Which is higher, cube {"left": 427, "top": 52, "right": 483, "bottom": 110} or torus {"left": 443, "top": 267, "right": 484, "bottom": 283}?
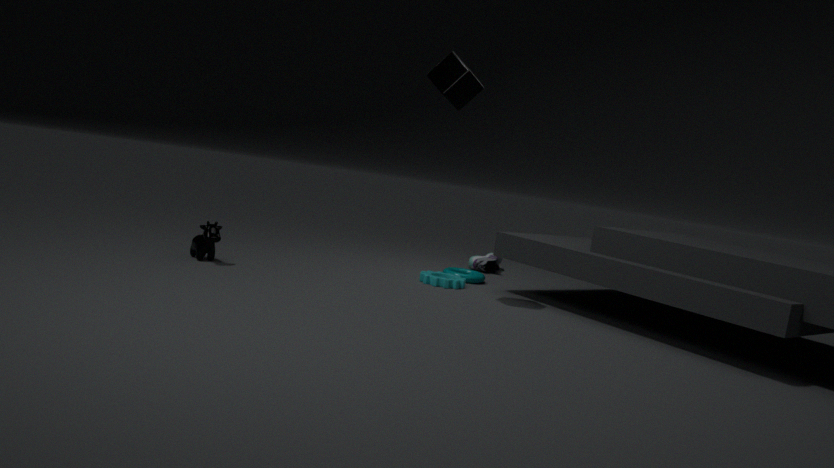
cube {"left": 427, "top": 52, "right": 483, "bottom": 110}
